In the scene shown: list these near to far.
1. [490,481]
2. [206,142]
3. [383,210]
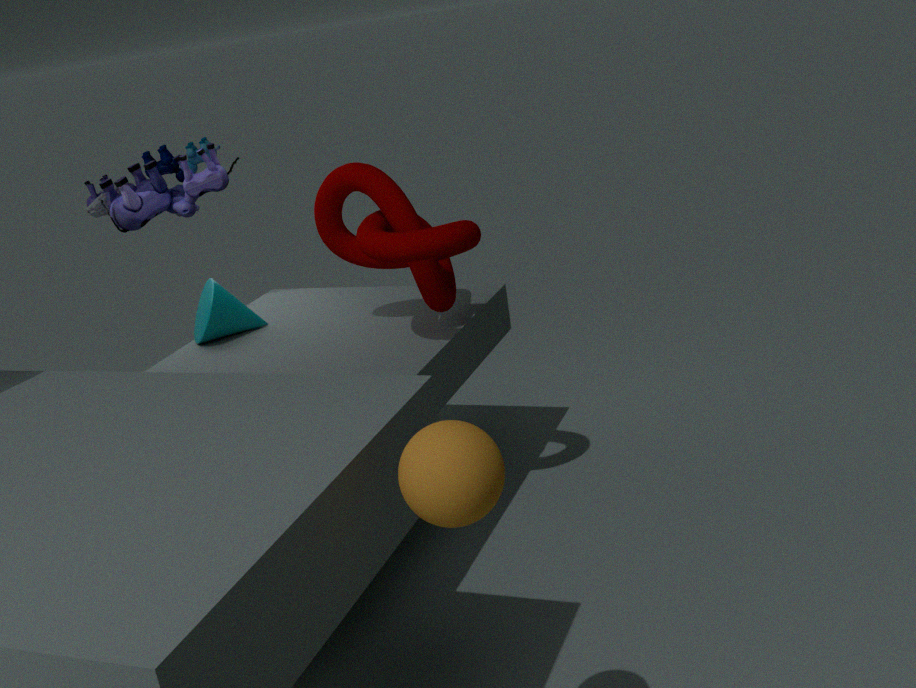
[490,481] → [383,210] → [206,142]
